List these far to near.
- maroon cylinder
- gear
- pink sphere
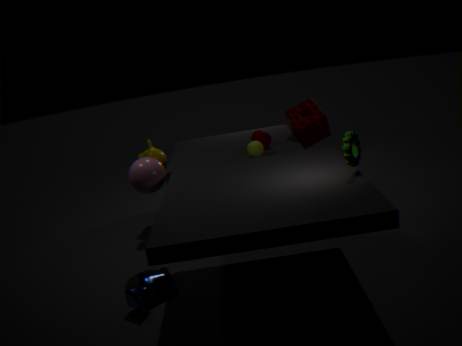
maroon cylinder < pink sphere < gear
